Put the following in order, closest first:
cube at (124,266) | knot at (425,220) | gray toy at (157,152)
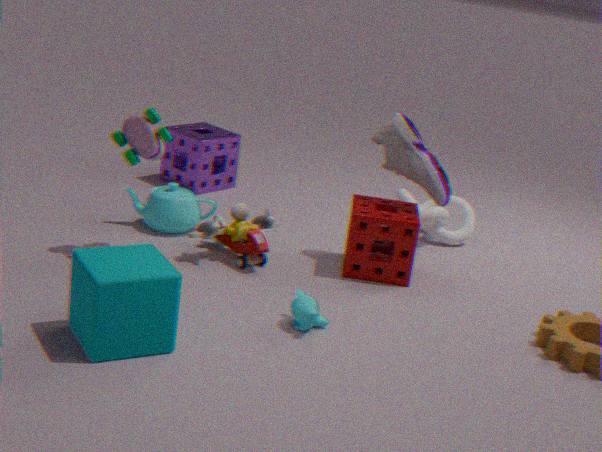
cube at (124,266) → gray toy at (157,152) → knot at (425,220)
